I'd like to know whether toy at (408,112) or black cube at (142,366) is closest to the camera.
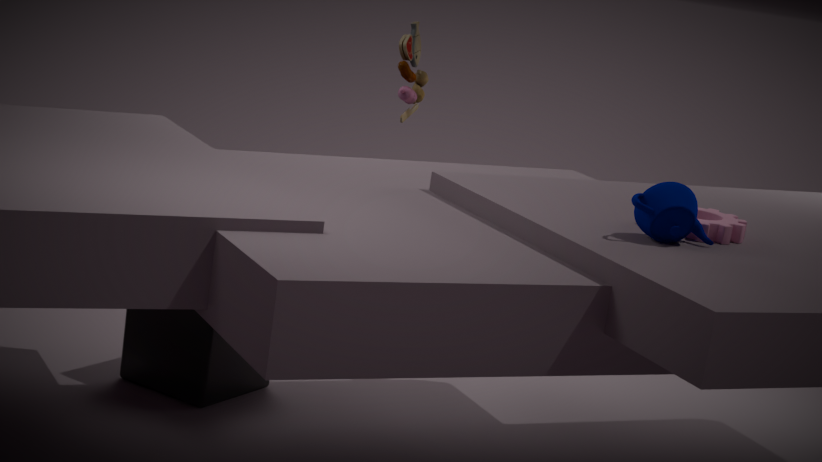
black cube at (142,366)
